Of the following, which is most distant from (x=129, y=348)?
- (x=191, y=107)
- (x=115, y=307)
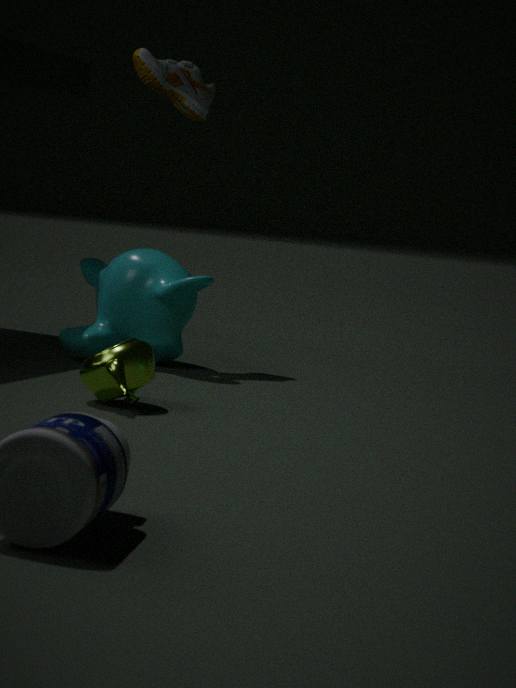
(x=191, y=107)
